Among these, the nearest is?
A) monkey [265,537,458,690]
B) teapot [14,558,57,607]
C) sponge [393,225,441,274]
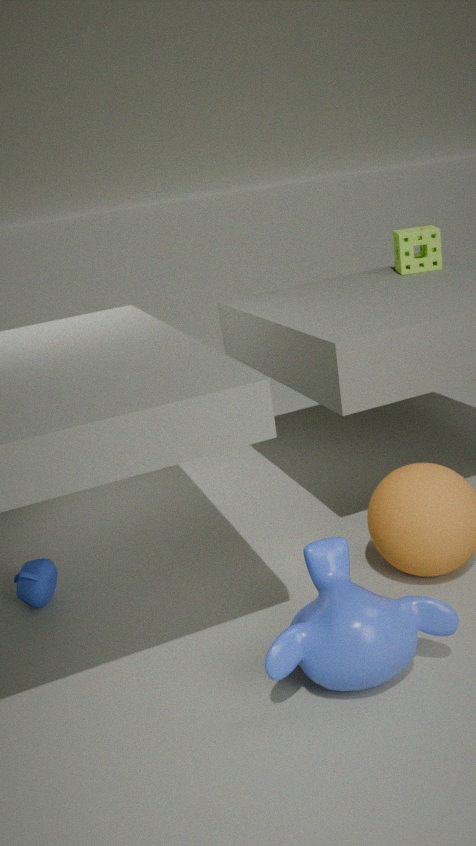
monkey [265,537,458,690]
